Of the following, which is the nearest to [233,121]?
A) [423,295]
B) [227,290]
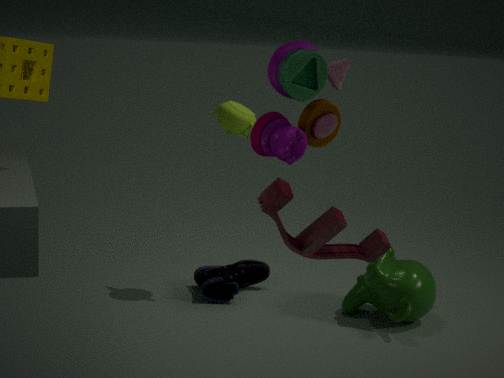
[227,290]
